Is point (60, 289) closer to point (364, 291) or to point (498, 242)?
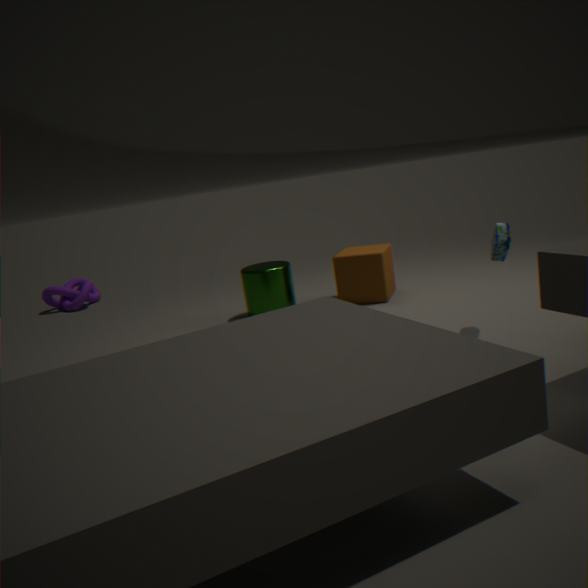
point (364, 291)
